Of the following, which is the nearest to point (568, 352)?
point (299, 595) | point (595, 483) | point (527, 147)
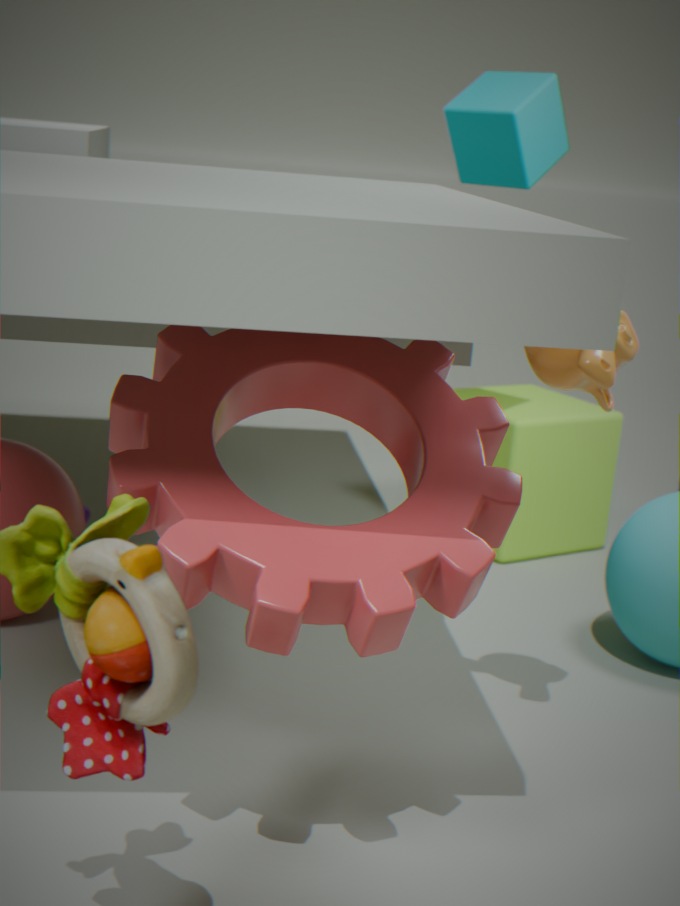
point (299, 595)
